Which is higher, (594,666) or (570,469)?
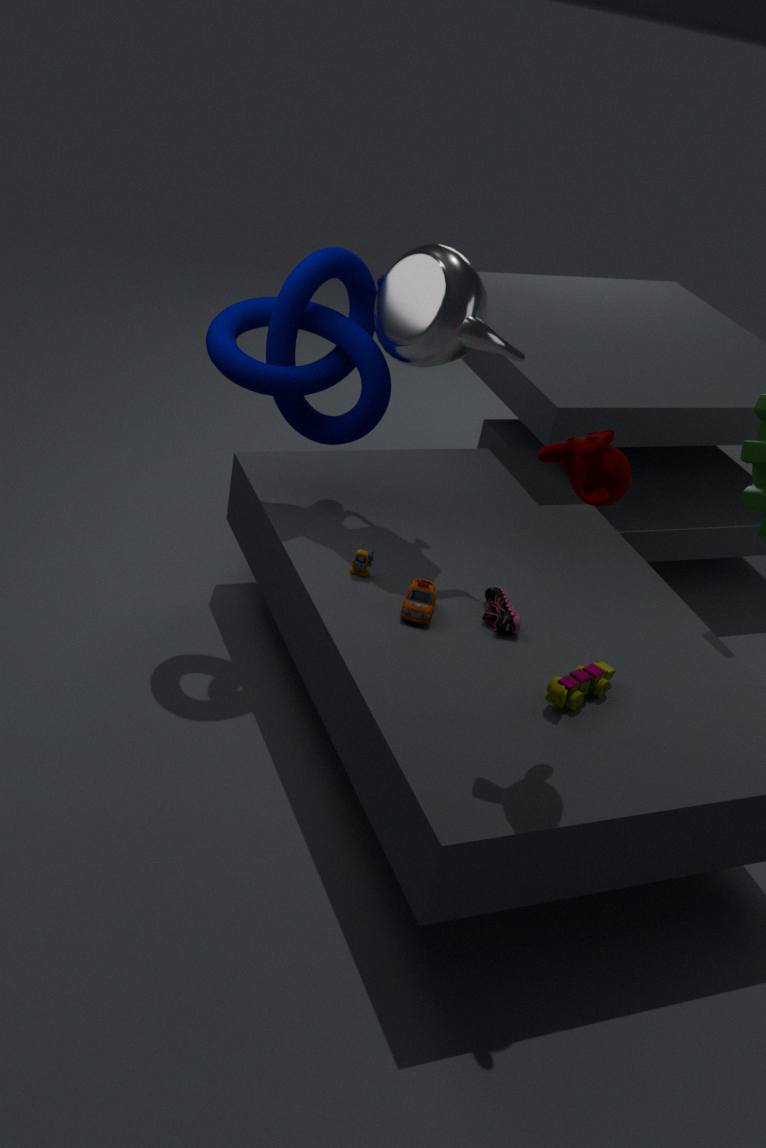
(570,469)
